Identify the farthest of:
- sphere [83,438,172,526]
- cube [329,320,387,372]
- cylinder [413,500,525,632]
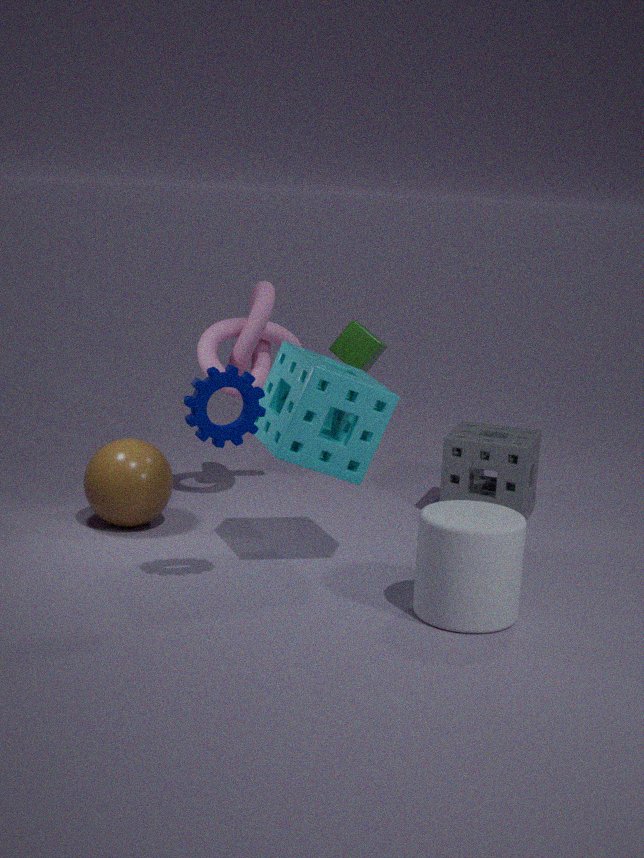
cube [329,320,387,372]
